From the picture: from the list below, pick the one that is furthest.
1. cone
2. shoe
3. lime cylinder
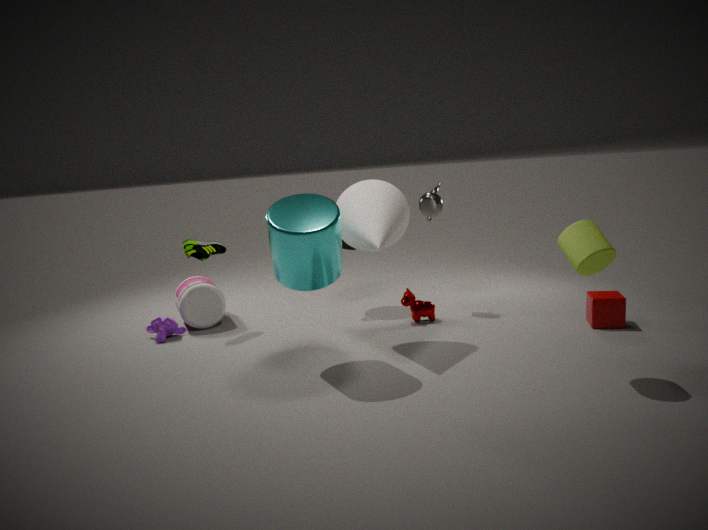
shoe
